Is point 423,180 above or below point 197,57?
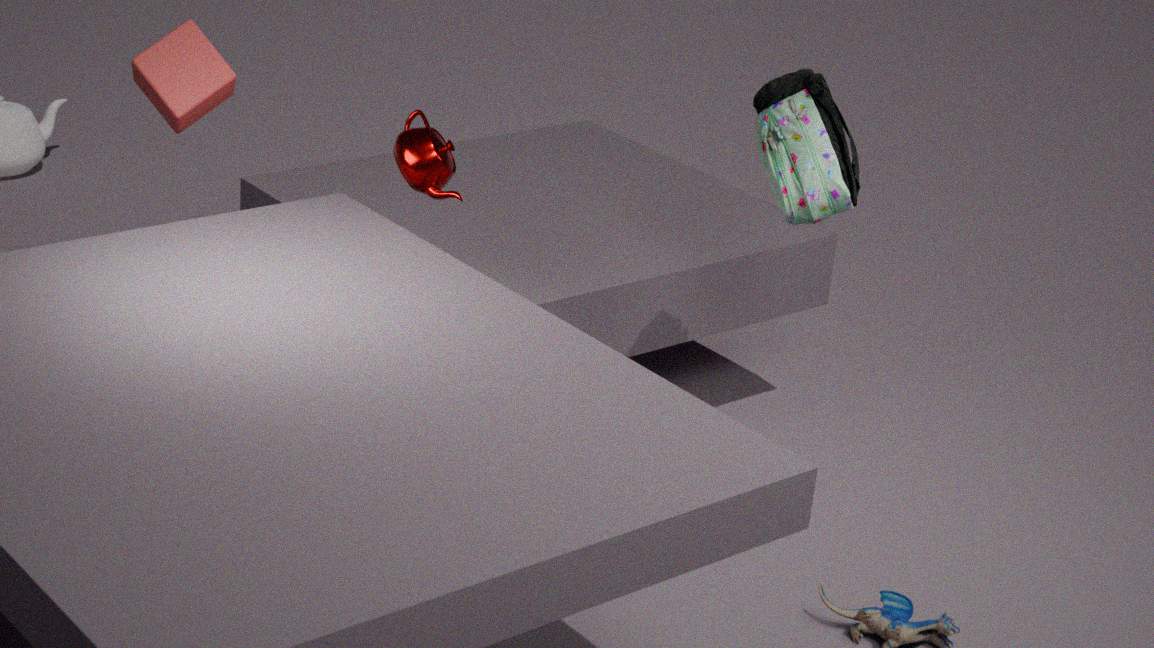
below
